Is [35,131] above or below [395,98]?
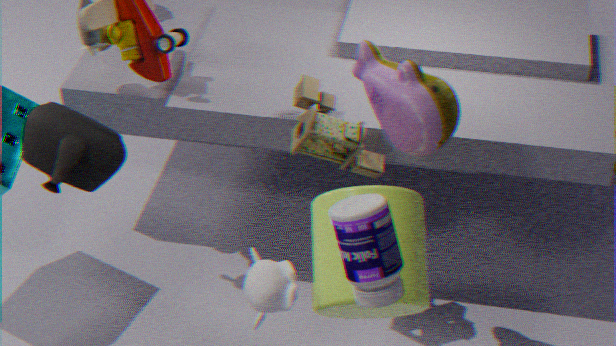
below
